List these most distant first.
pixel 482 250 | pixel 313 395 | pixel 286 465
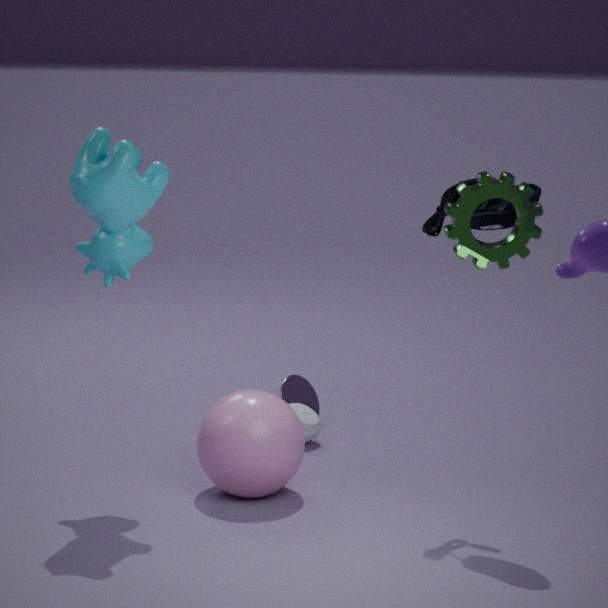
pixel 313 395, pixel 286 465, pixel 482 250
